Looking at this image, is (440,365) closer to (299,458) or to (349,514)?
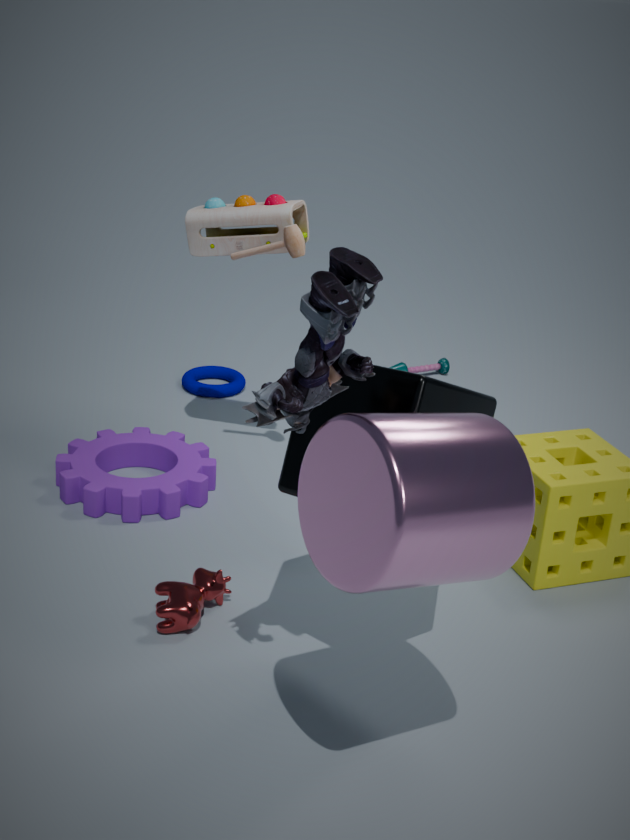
(299,458)
